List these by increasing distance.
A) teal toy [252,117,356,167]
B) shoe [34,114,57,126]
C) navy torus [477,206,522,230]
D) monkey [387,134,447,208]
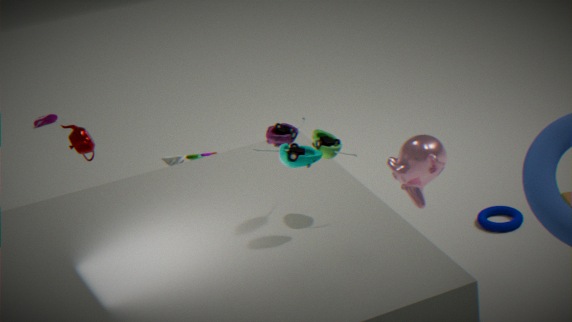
teal toy [252,117,356,167]
monkey [387,134,447,208]
navy torus [477,206,522,230]
shoe [34,114,57,126]
